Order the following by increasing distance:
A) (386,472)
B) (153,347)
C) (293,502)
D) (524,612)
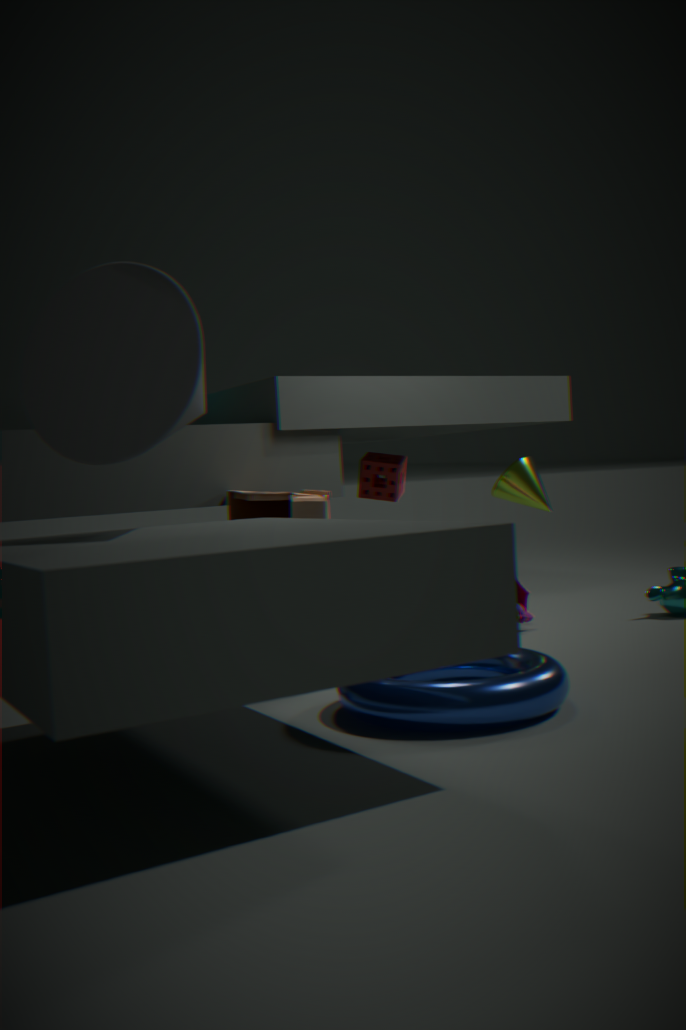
(153,347) → (293,502) → (524,612) → (386,472)
